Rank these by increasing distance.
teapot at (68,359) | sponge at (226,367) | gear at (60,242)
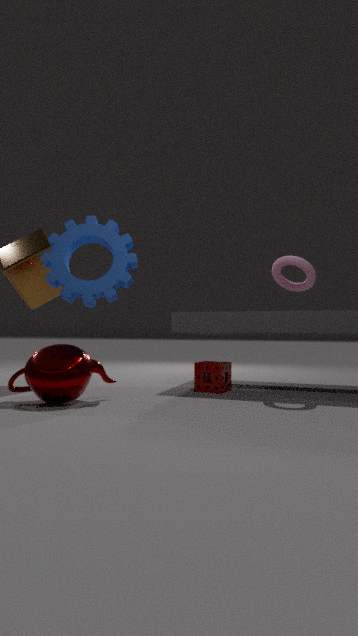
teapot at (68,359) → gear at (60,242) → sponge at (226,367)
